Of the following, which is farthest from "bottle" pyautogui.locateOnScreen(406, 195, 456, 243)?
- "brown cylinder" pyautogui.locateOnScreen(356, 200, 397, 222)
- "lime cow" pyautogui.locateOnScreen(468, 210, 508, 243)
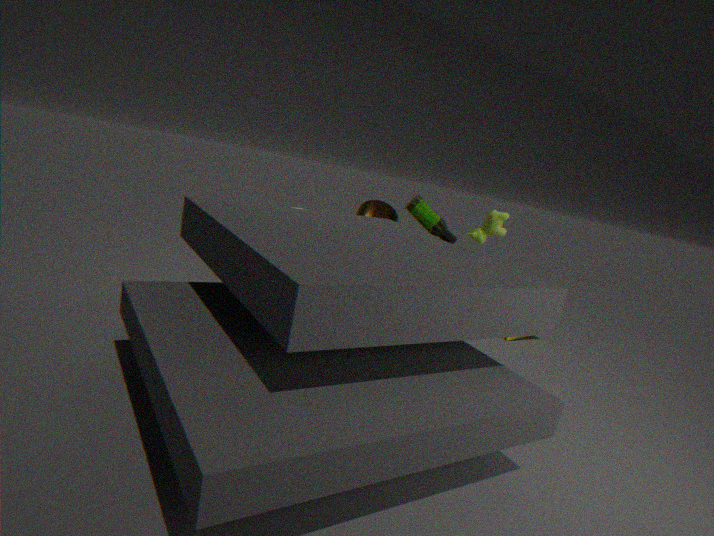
"lime cow" pyautogui.locateOnScreen(468, 210, 508, 243)
